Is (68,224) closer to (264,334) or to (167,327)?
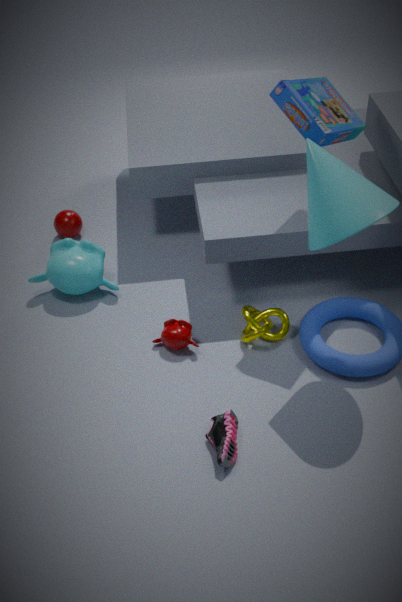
(167,327)
